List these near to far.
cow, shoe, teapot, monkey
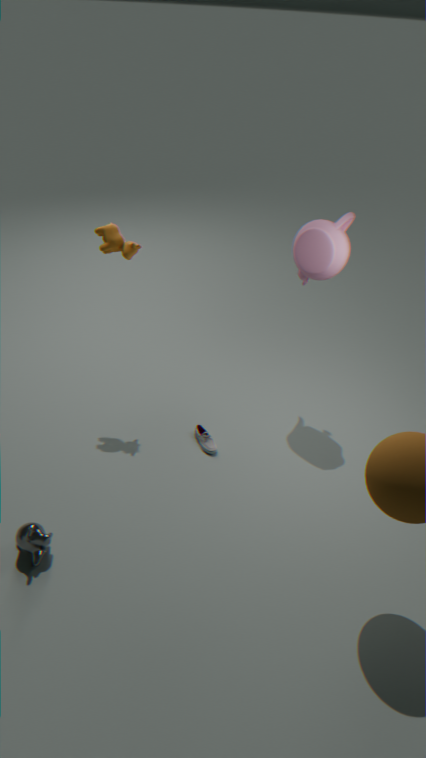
1. monkey
2. teapot
3. cow
4. shoe
